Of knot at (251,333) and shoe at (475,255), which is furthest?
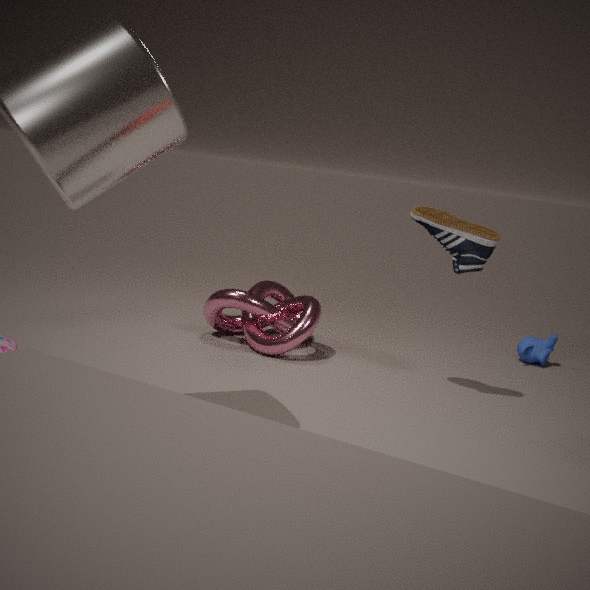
knot at (251,333)
